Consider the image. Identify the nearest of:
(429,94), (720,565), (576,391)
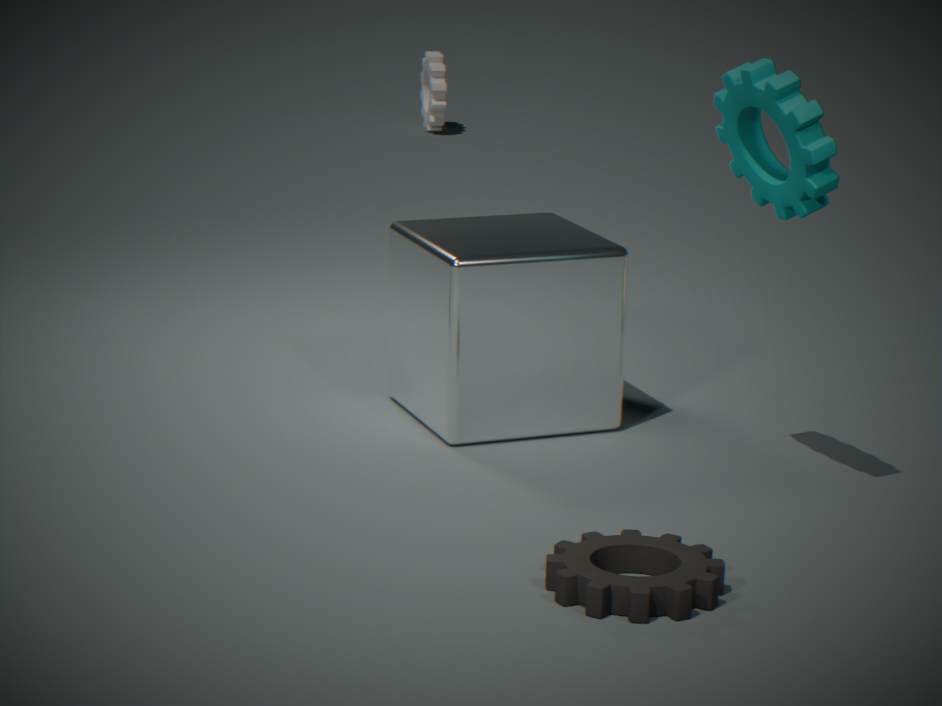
(720,565)
